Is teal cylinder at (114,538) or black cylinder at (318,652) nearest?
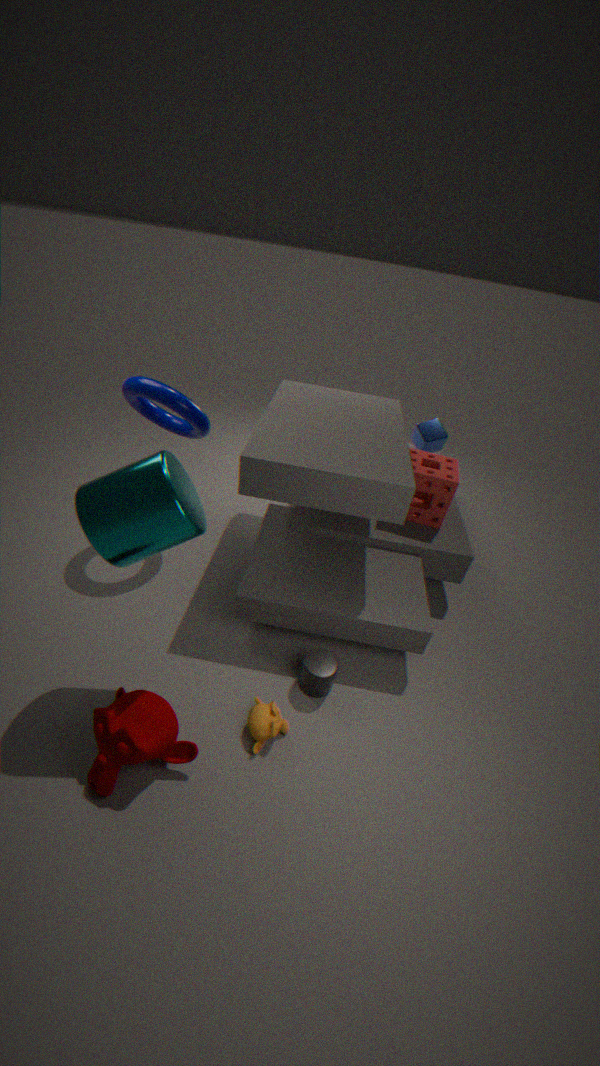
teal cylinder at (114,538)
